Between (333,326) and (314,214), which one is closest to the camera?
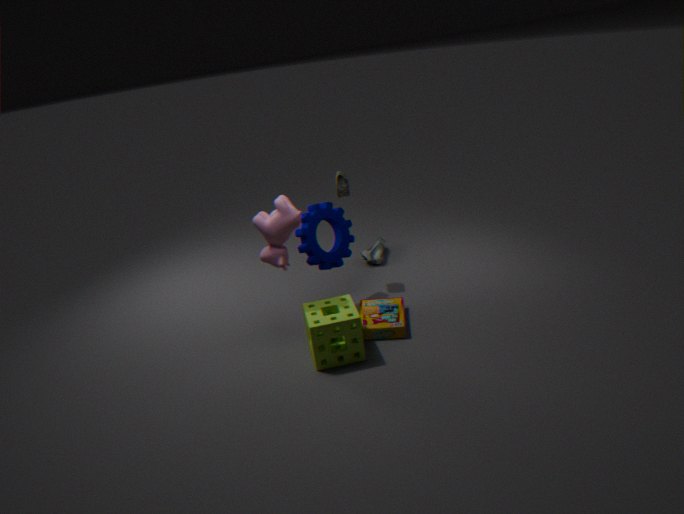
(333,326)
